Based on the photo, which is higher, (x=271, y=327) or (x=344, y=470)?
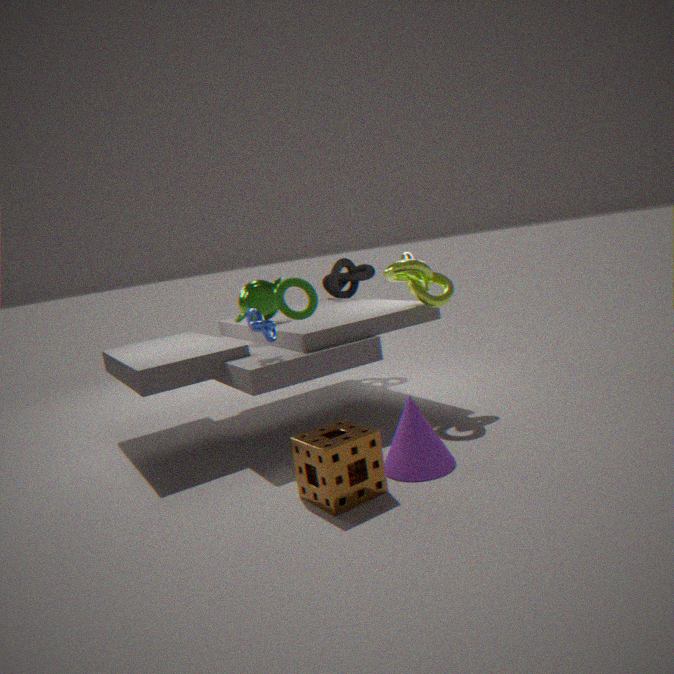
(x=271, y=327)
